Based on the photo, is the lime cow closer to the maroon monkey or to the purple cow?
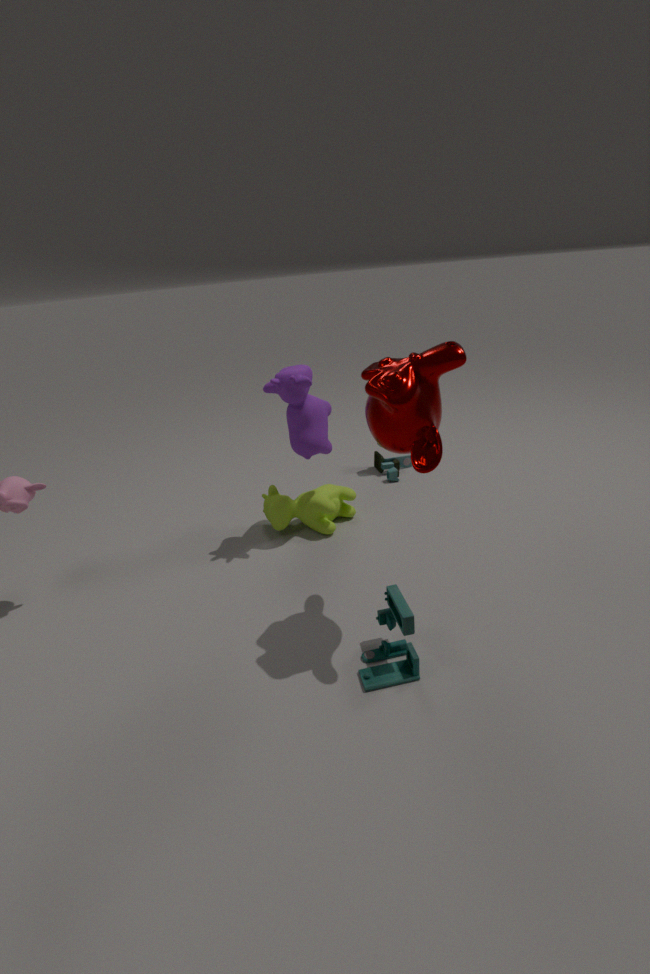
the purple cow
